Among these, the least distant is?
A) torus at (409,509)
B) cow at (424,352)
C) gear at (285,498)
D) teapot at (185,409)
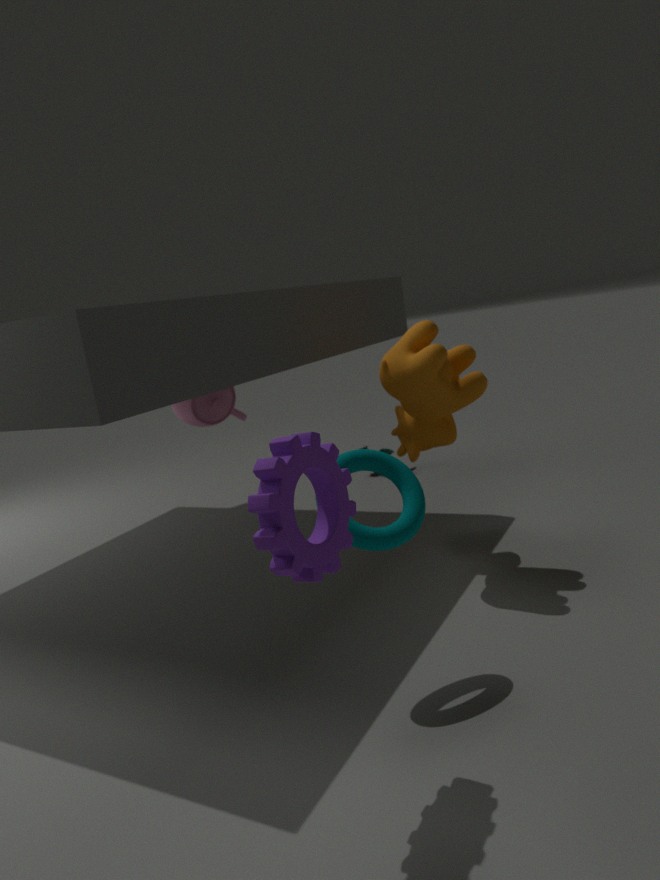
gear at (285,498)
